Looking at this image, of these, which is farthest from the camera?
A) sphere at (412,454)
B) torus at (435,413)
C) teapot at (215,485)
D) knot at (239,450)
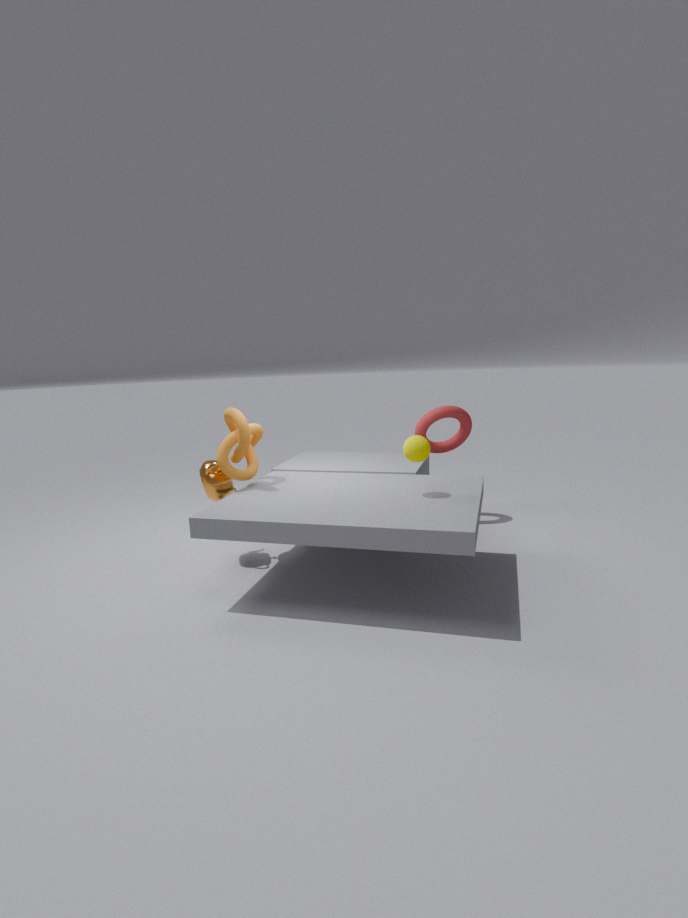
torus at (435,413)
